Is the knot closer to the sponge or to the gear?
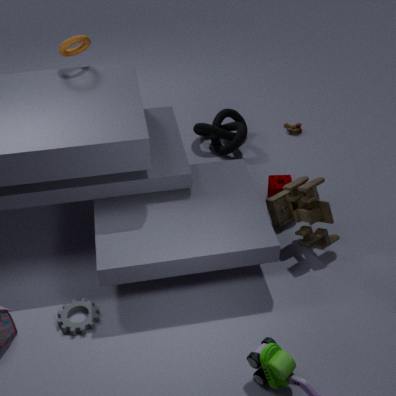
the sponge
